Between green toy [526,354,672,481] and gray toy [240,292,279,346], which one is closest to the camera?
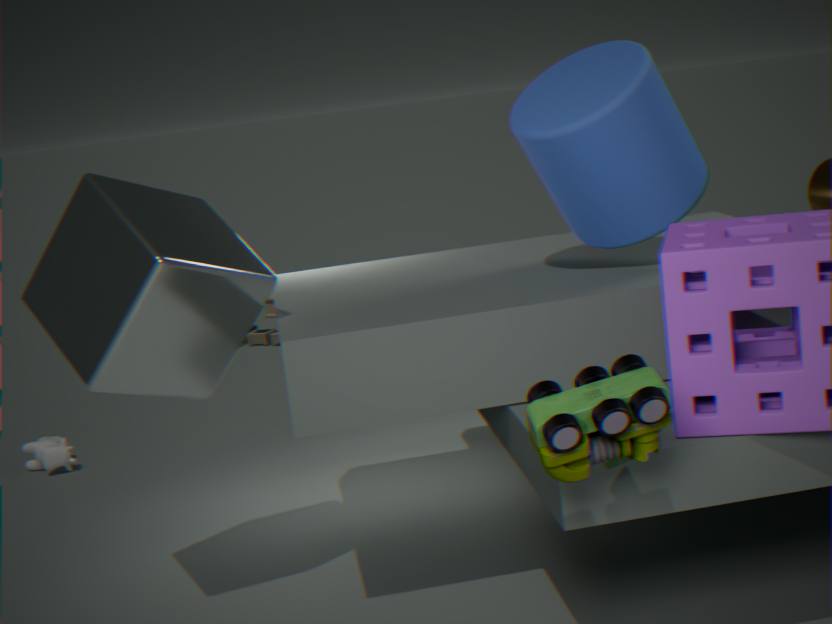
green toy [526,354,672,481]
